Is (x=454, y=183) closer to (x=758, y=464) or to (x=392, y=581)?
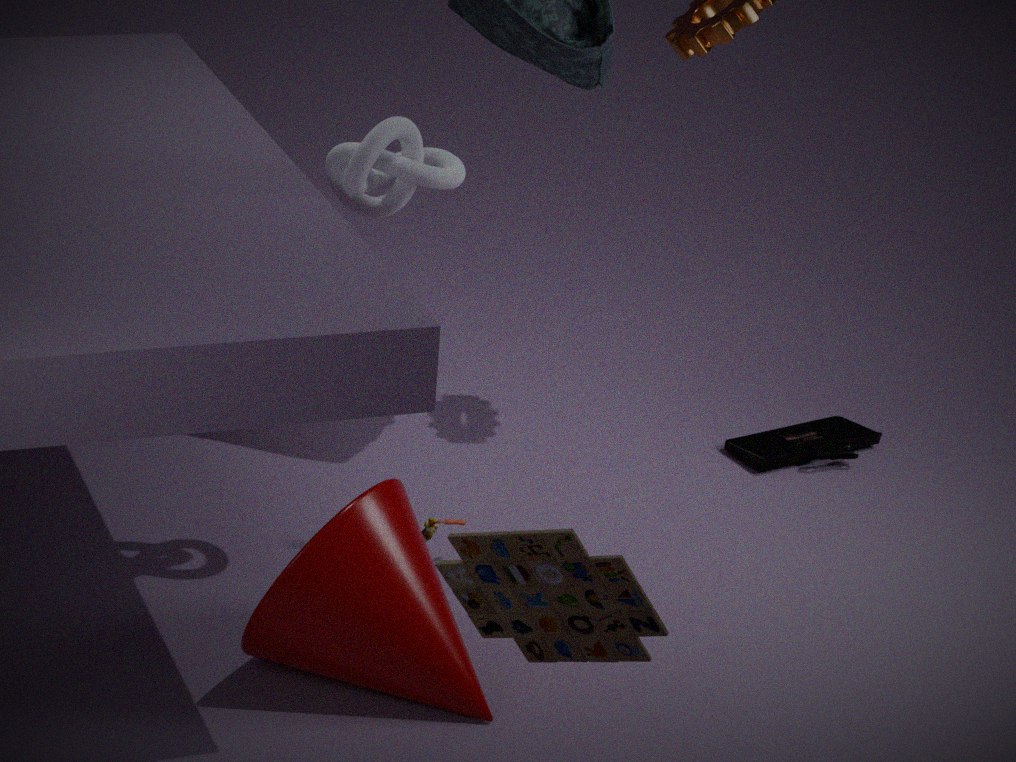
(x=392, y=581)
